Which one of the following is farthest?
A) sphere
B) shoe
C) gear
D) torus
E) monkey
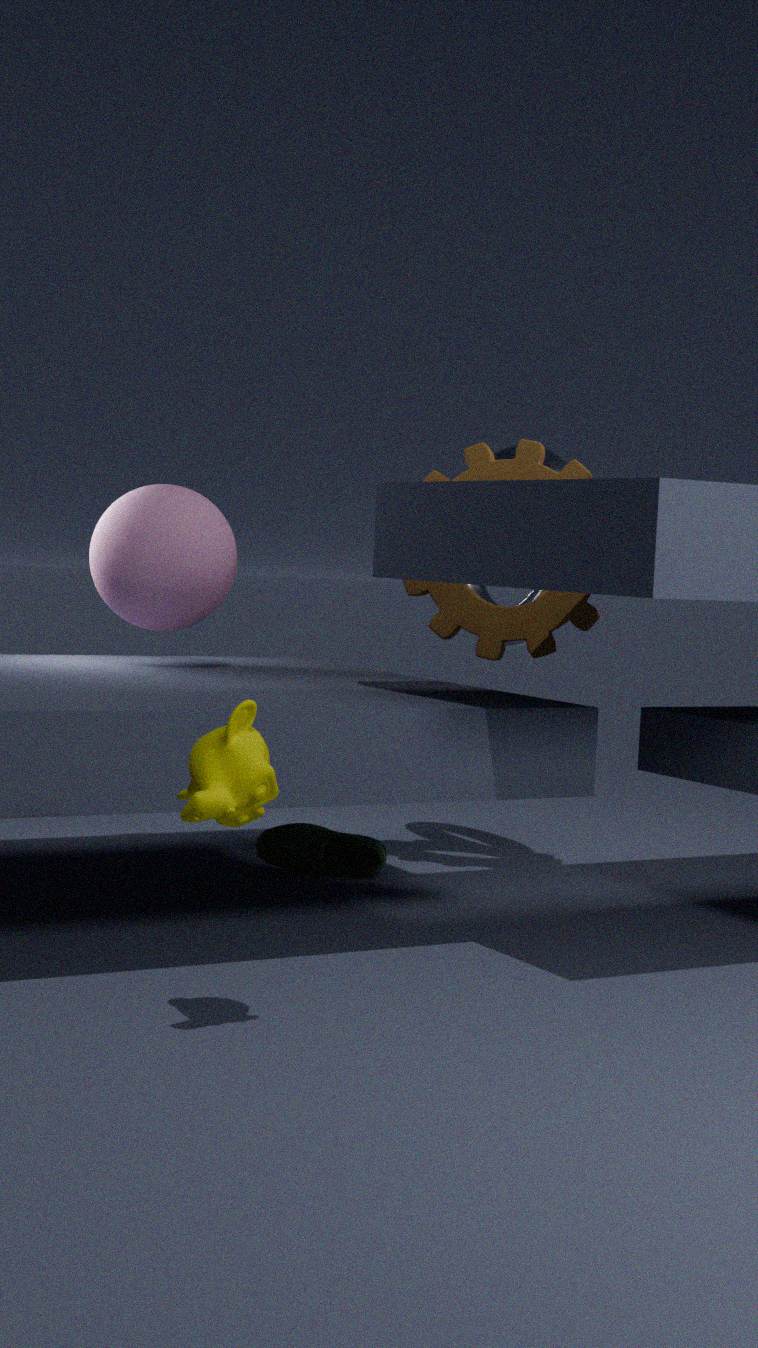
torus
